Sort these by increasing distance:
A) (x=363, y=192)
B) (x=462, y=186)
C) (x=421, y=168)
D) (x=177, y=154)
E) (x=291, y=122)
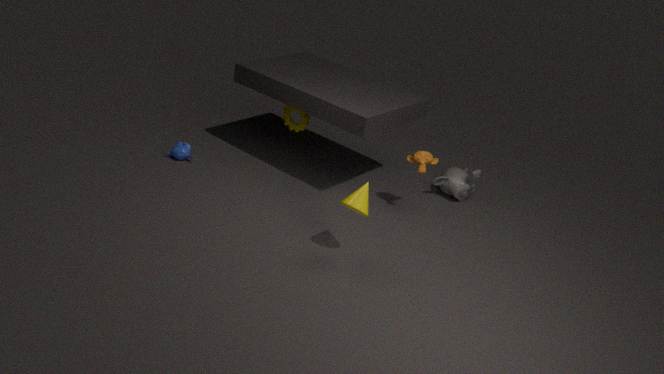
(x=363, y=192) → (x=421, y=168) → (x=177, y=154) → (x=462, y=186) → (x=291, y=122)
